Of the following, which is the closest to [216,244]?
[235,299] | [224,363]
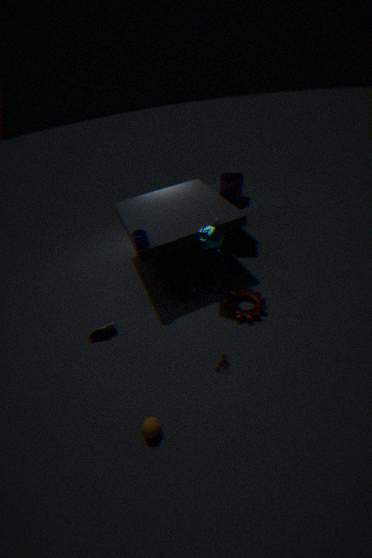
[235,299]
